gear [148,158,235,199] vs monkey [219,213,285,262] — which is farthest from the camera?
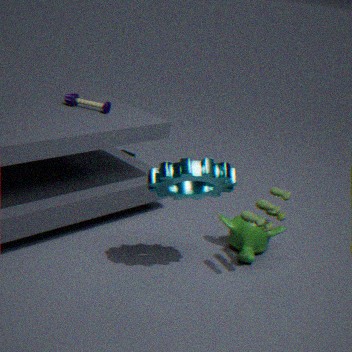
monkey [219,213,285,262]
